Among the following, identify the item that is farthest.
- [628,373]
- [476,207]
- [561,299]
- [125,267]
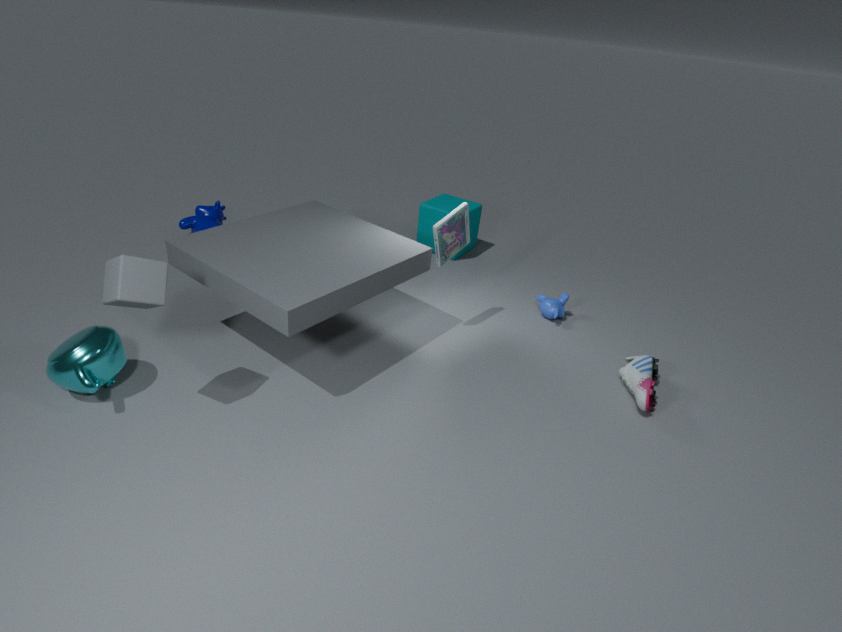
[476,207]
